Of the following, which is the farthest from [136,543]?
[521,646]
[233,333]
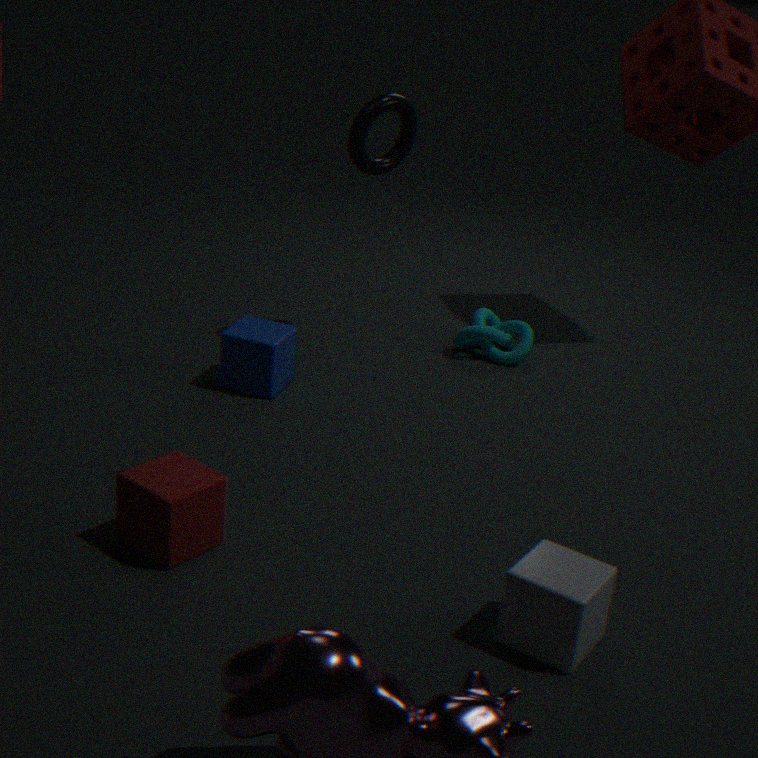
[233,333]
